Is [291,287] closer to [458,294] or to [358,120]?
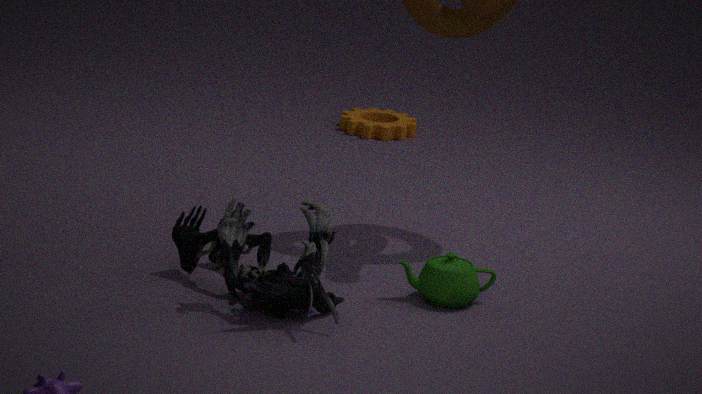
[458,294]
